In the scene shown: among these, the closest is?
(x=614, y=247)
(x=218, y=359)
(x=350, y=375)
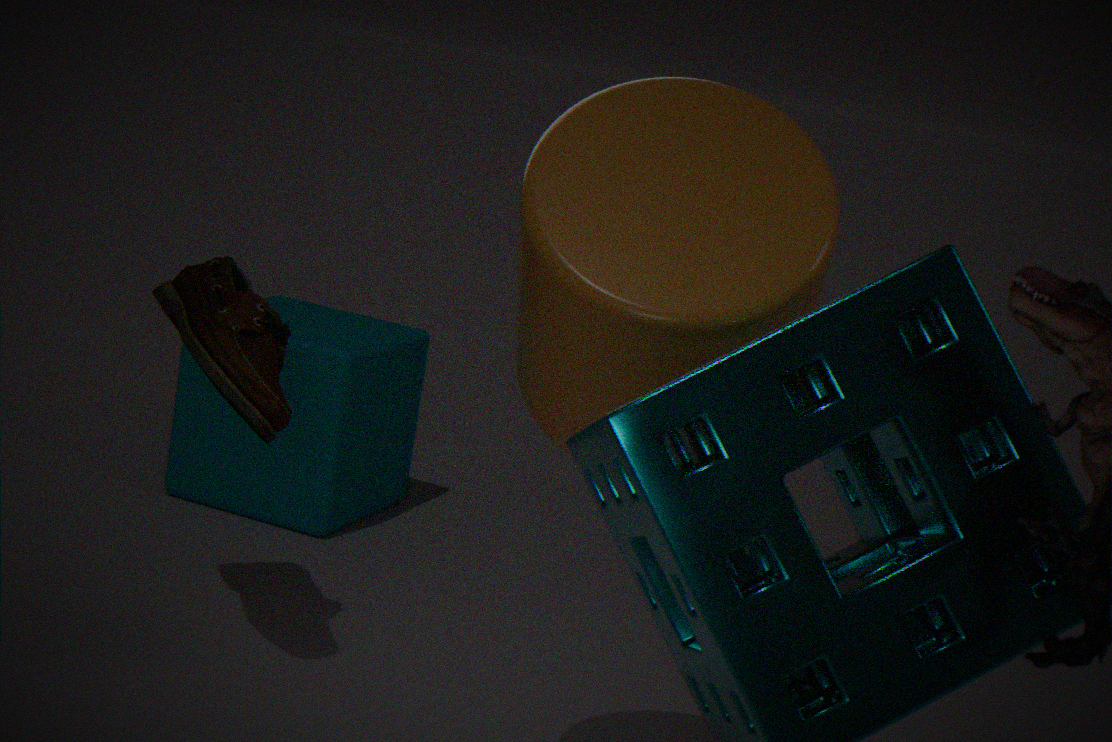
(x=614, y=247)
